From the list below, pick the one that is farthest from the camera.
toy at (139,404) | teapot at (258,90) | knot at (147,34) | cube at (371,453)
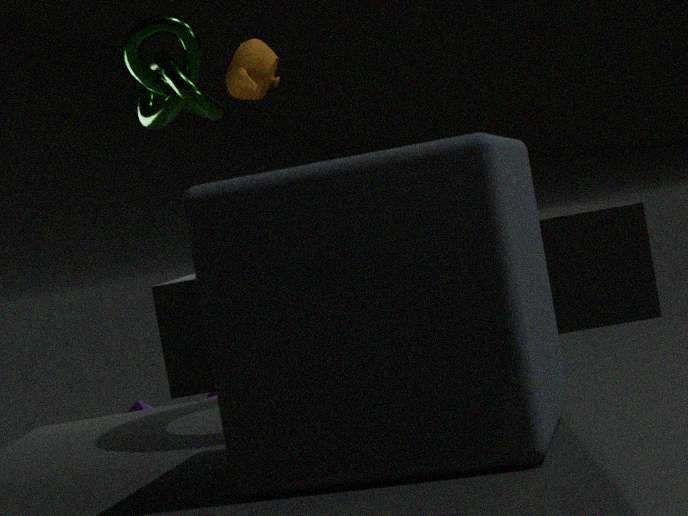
toy at (139,404)
